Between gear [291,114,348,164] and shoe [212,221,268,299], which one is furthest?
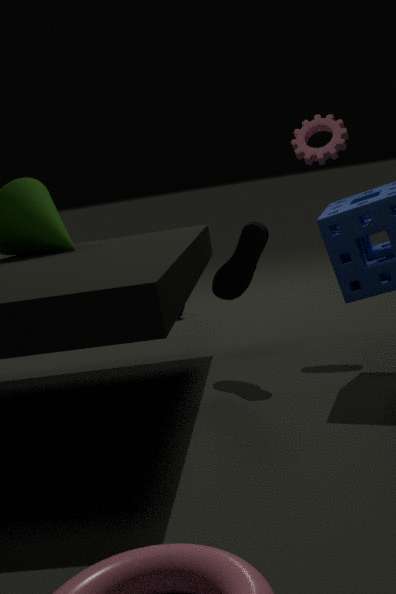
gear [291,114,348,164]
